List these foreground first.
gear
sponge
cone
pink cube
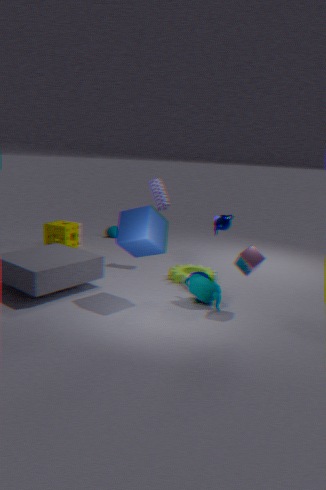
1. pink cube
2. gear
3. sponge
4. cone
